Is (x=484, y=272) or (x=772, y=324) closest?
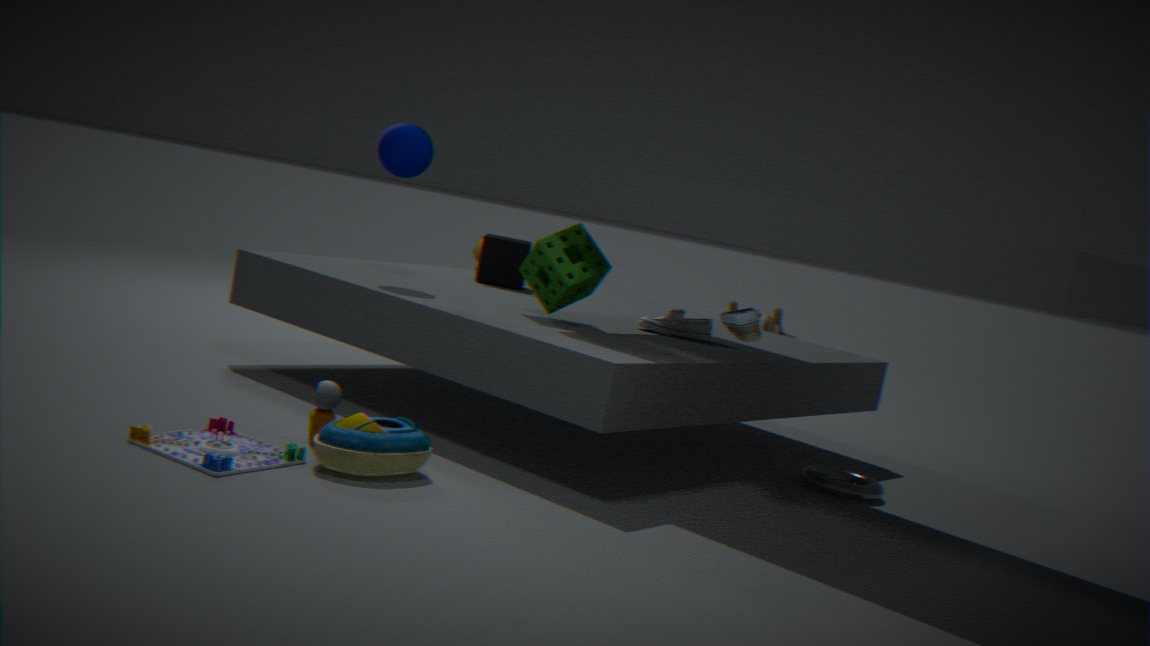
(x=484, y=272)
